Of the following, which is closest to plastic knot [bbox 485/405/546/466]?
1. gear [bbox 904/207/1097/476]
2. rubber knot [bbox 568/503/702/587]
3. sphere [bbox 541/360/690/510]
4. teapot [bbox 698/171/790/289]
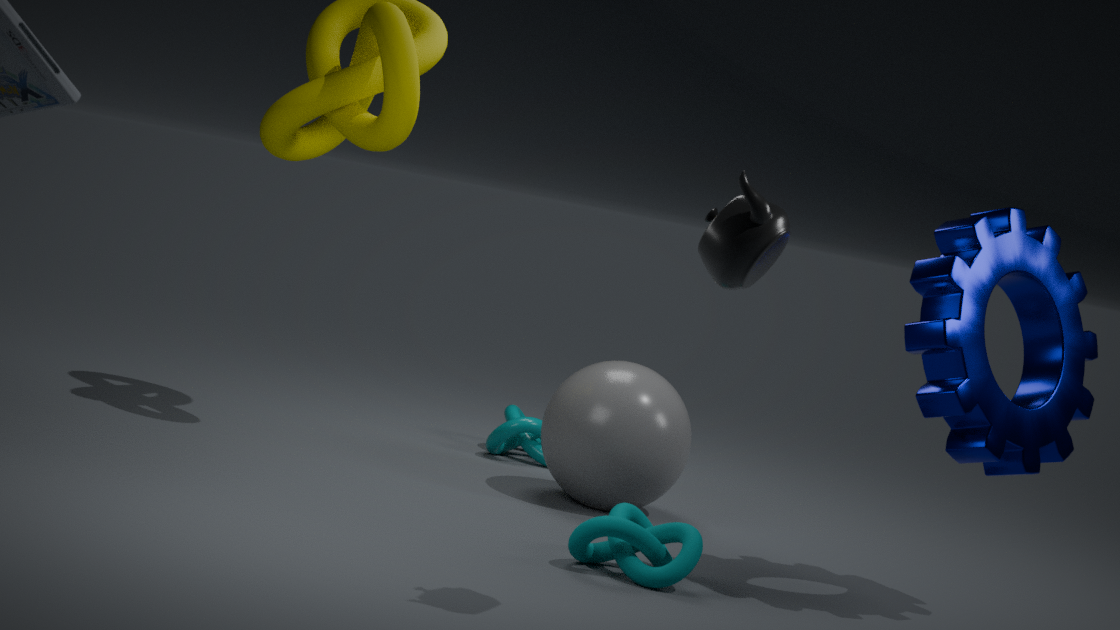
sphere [bbox 541/360/690/510]
